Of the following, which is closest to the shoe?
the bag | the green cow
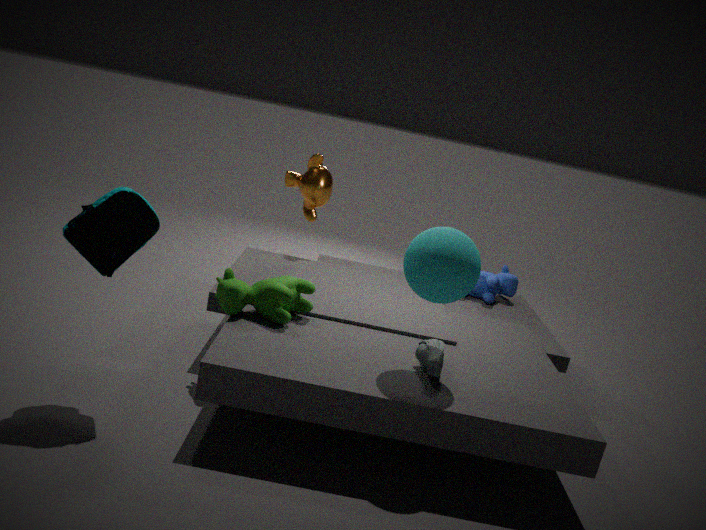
the green cow
